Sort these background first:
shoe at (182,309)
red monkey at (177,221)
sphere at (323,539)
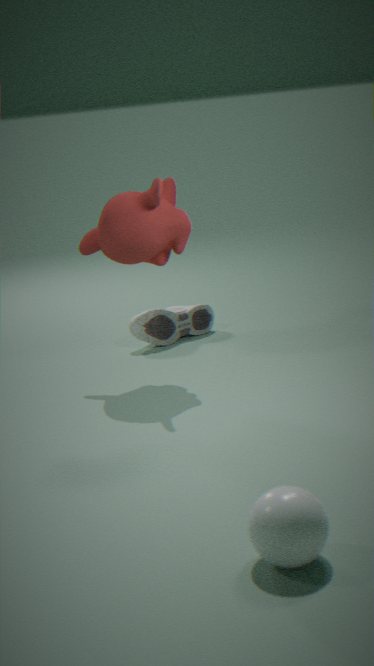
shoe at (182,309)
red monkey at (177,221)
sphere at (323,539)
